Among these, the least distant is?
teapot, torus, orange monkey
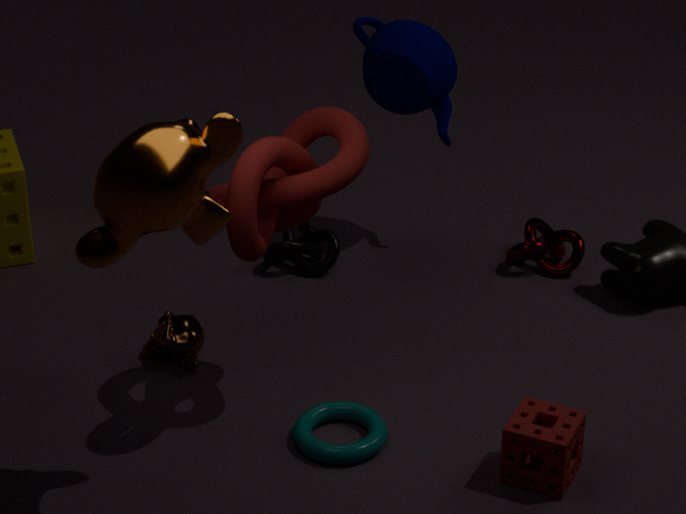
orange monkey
